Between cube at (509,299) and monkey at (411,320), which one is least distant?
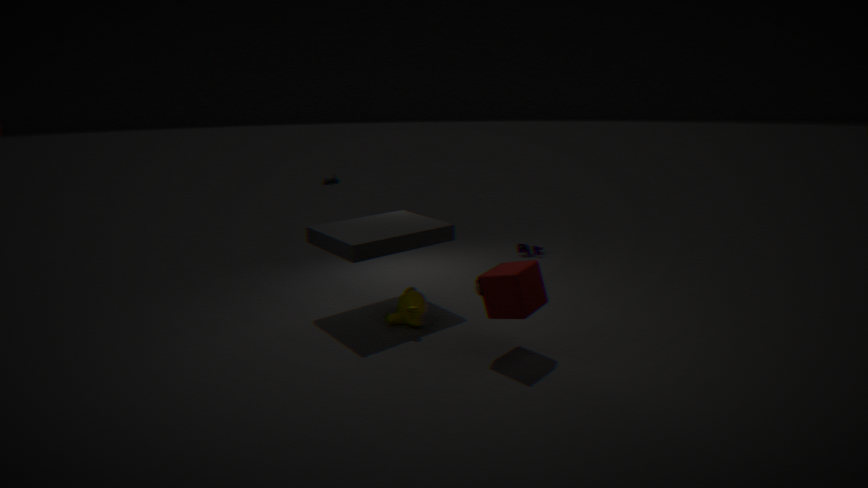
cube at (509,299)
